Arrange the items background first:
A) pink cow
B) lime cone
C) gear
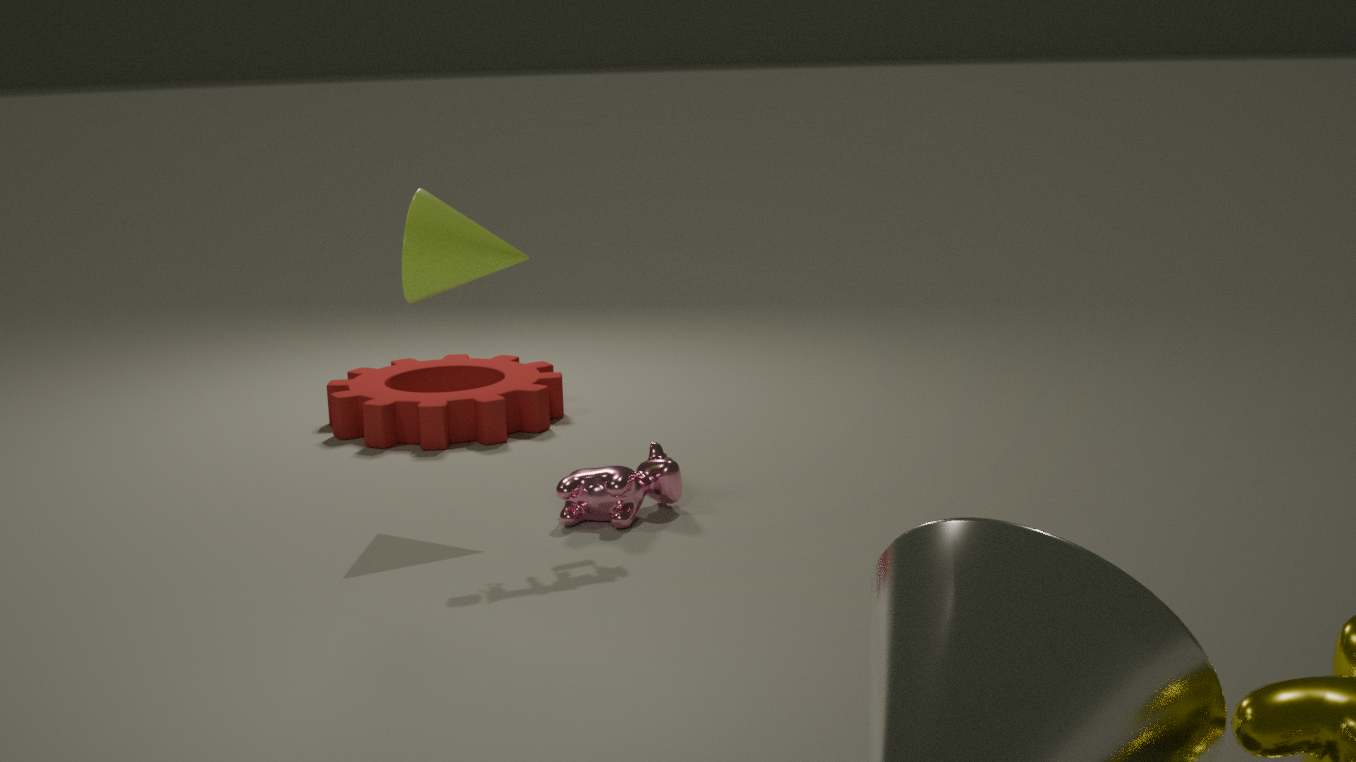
1. gear
2. pink cow
3. lime cone
